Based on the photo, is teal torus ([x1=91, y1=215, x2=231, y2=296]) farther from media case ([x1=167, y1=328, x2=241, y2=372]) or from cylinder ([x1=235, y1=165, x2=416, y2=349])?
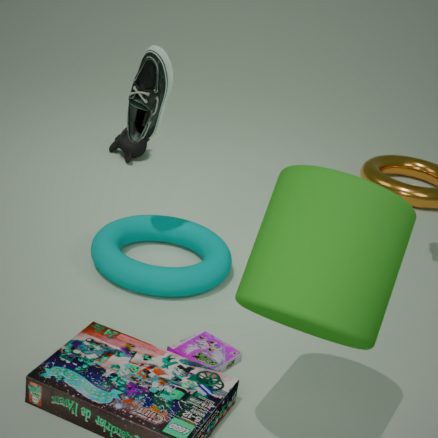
cylinder ([x1=235, y1=165, x2=416, y2=349])
